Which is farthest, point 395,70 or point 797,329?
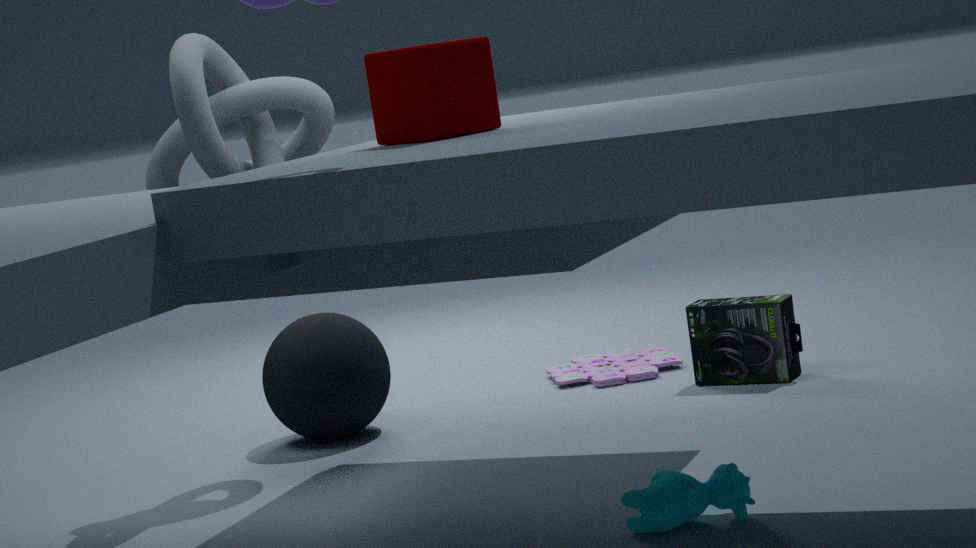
point 797,329
